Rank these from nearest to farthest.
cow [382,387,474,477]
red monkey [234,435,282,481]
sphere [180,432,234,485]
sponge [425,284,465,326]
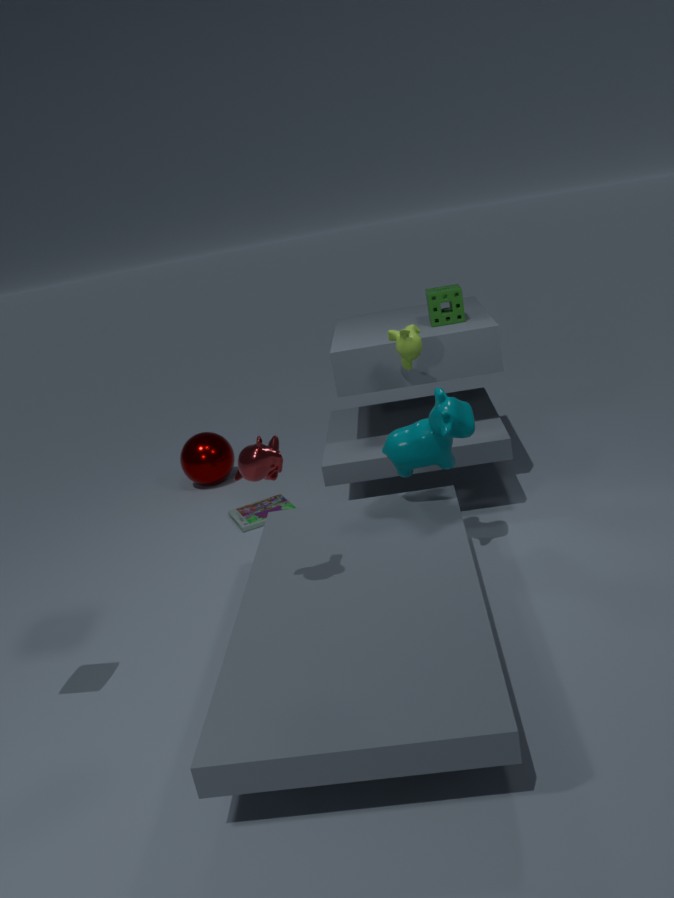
red monkey [234,435,282,481] < cow [382,387,474,477] < sponge [425,284,465,326] < sphere [180,432,234,485]
